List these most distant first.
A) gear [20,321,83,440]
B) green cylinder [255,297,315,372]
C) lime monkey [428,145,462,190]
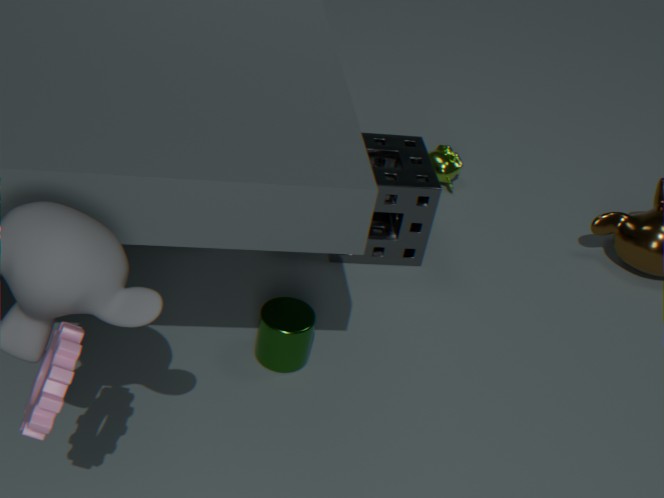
lime monkey [428,145,462,190] → green cylinder [255,297,315,372] → gear [20,321,83,440]
